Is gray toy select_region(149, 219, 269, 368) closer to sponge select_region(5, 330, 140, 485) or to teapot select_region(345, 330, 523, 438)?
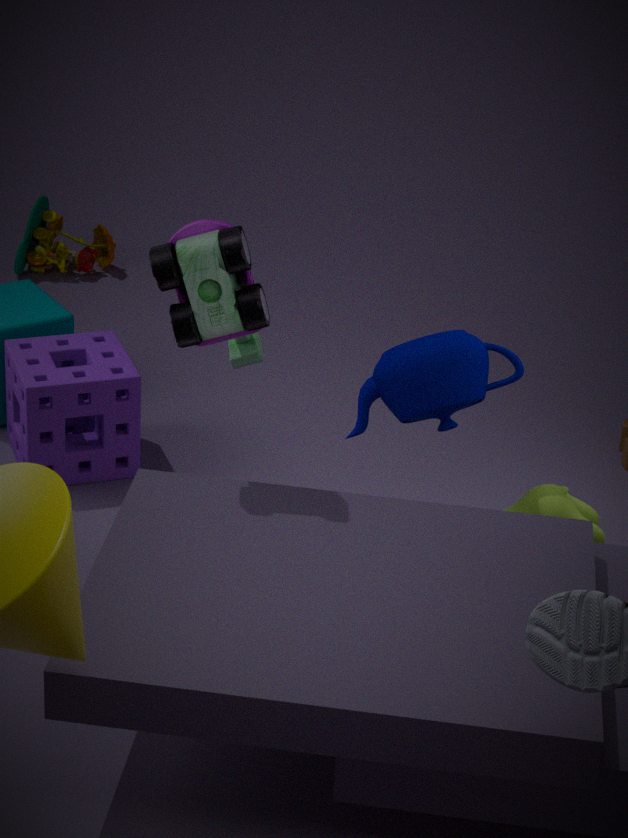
teapot select_region(345, 330, 523, 438)
